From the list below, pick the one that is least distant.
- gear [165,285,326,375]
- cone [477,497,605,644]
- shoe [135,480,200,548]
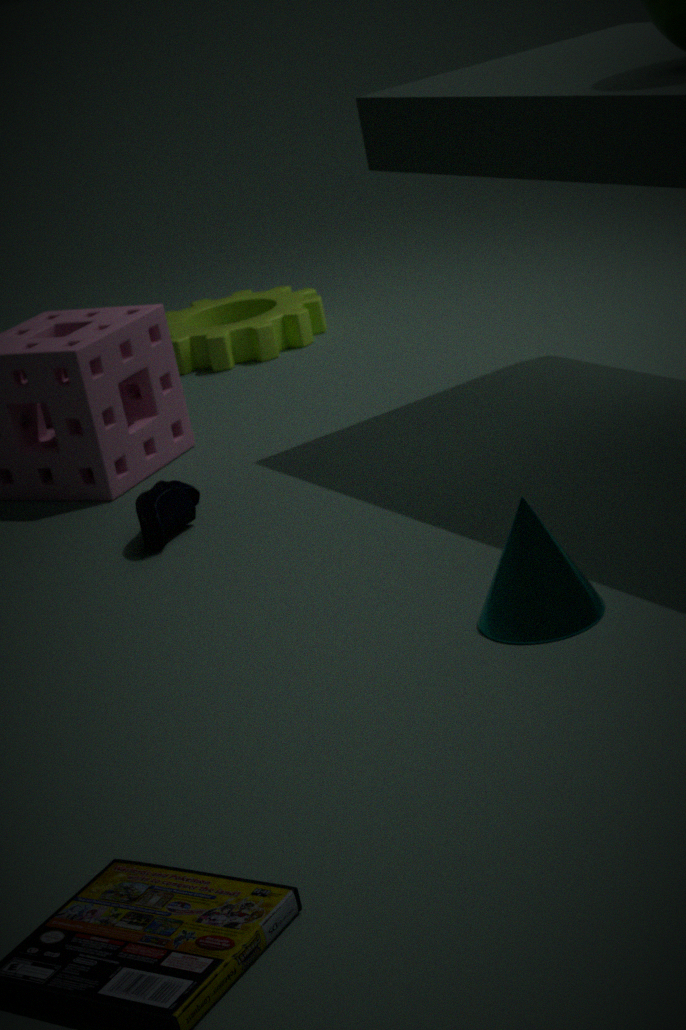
cone [477,497,605,644]
